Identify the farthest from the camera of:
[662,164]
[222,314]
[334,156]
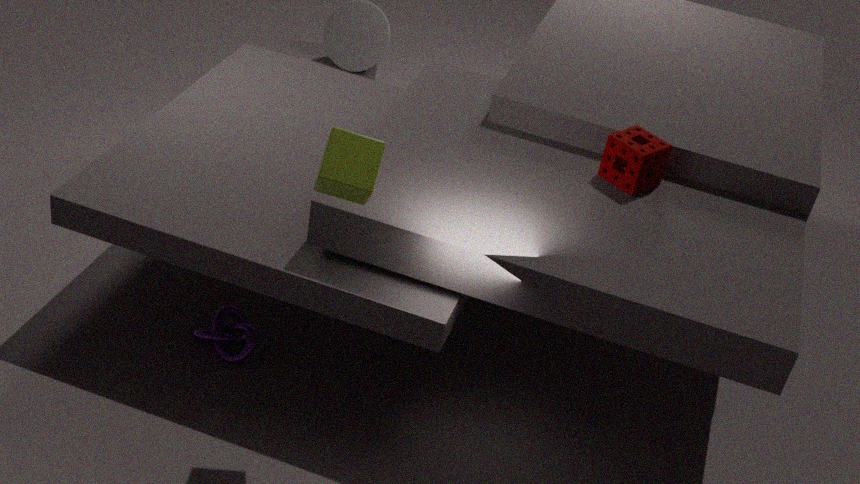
[222,314]
